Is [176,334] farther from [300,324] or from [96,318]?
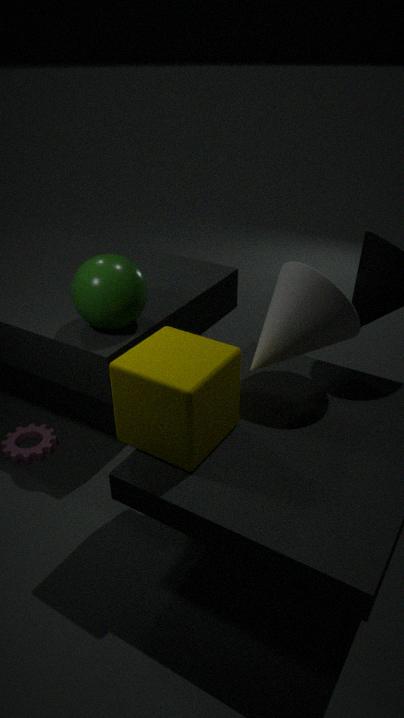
[96,318]
